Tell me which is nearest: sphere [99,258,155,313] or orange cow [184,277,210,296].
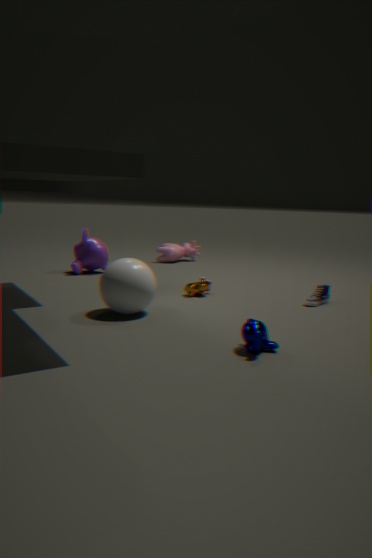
sphere [99,258,155,313]
